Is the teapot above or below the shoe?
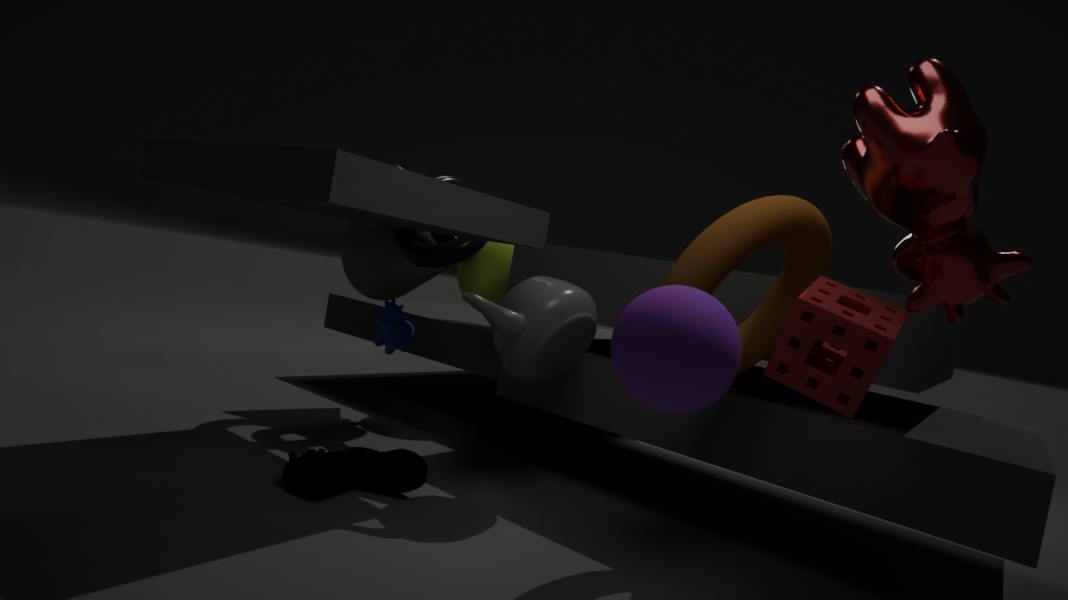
above
